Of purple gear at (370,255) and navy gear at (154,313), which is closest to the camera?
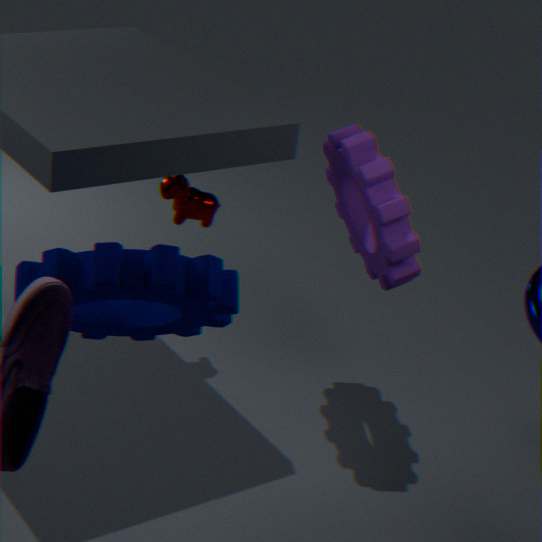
navy gear at (154,313)
